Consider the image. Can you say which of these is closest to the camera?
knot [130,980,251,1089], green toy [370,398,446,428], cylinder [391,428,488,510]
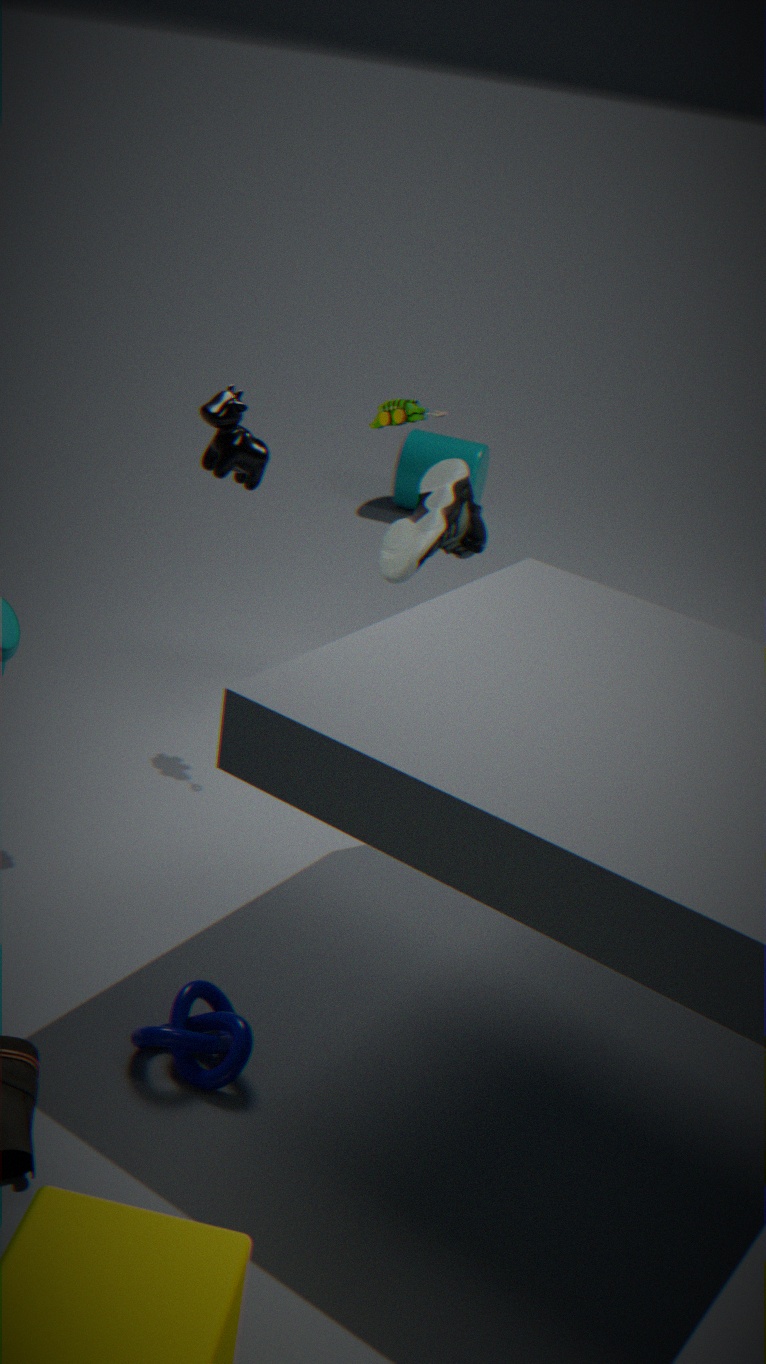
knot [130,980,251,1089]
